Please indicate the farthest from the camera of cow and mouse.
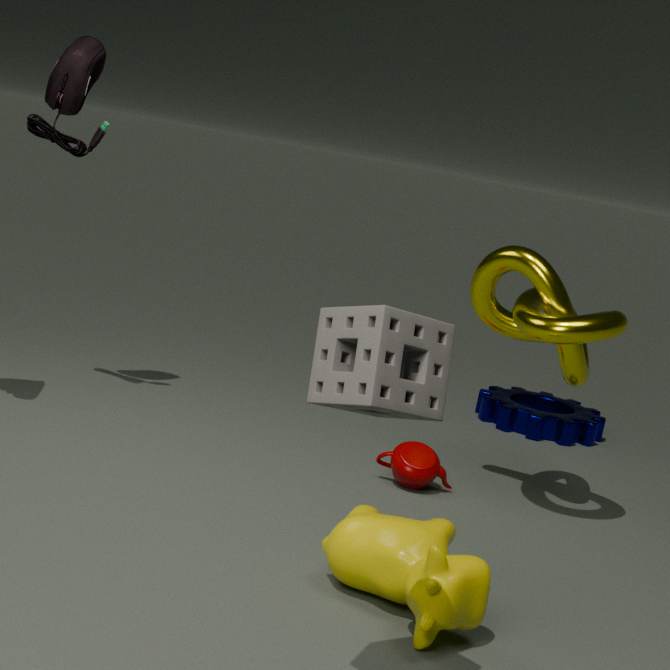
mouse
